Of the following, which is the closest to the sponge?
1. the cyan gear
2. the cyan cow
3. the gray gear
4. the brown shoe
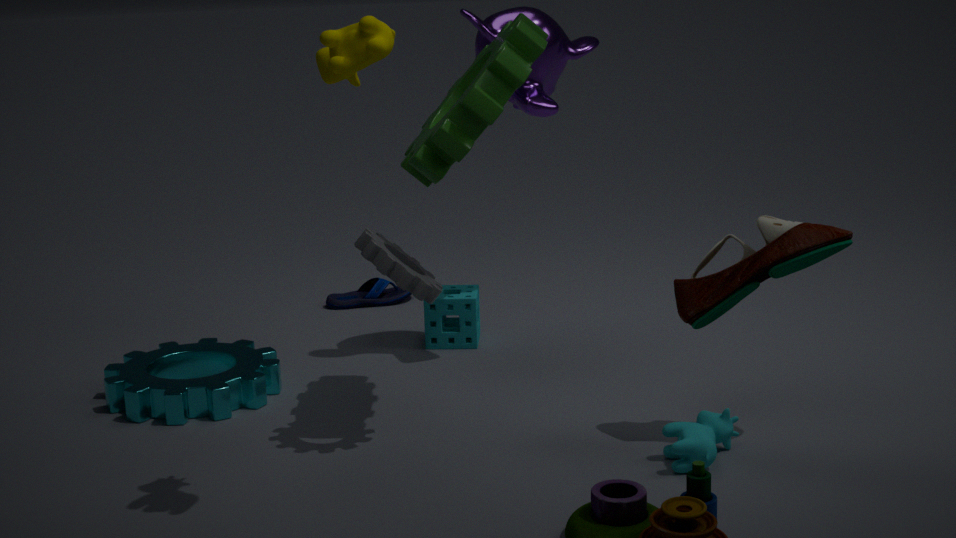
the cyan gear
